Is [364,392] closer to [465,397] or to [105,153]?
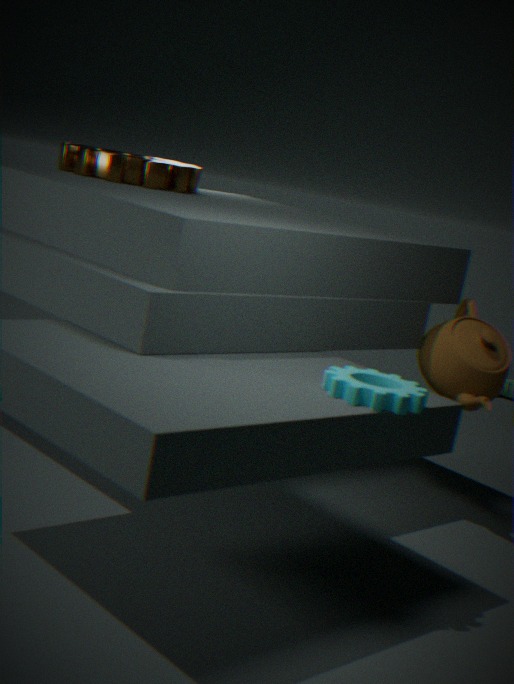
[465,397]
